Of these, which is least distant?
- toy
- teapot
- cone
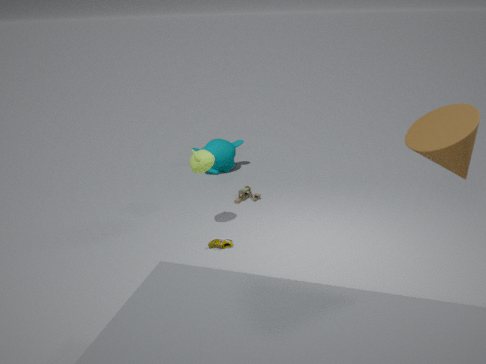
cone
